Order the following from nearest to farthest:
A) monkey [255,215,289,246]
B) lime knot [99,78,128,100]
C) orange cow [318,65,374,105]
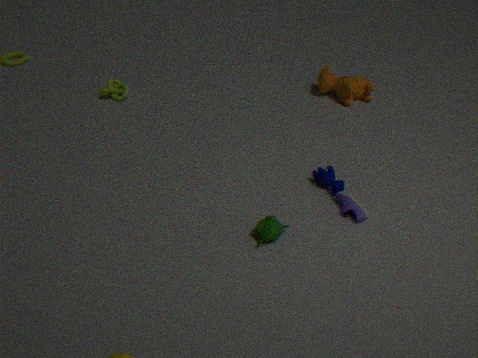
monkey [255,215,289,246]
orange cow [318,65,374,105]
lime knot [99,78,128,100]
